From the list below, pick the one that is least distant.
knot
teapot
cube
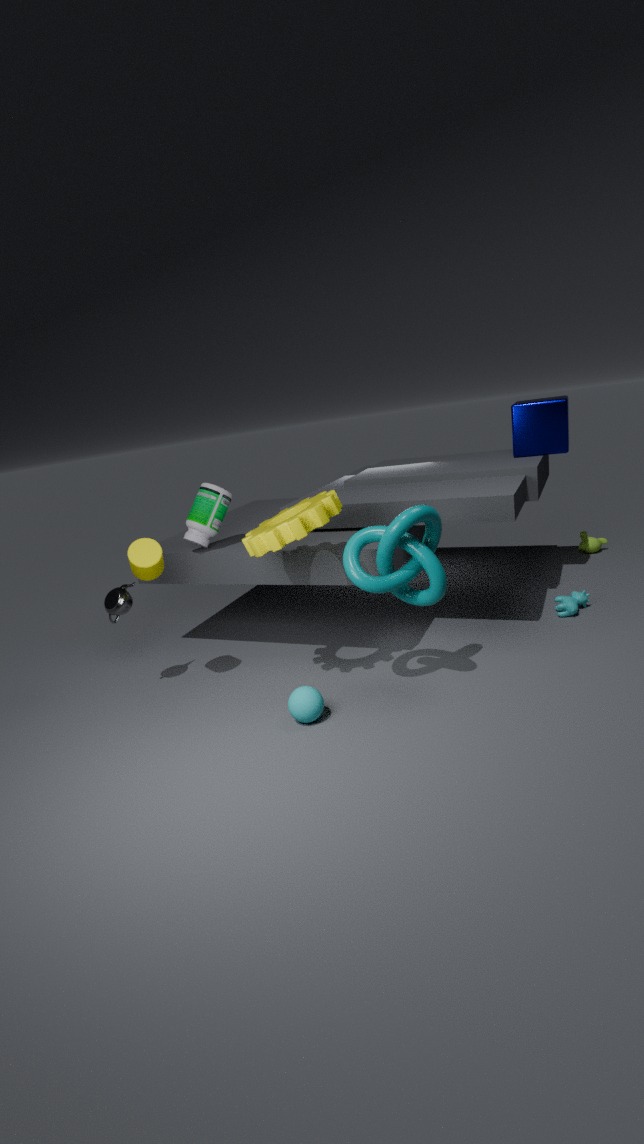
knot
